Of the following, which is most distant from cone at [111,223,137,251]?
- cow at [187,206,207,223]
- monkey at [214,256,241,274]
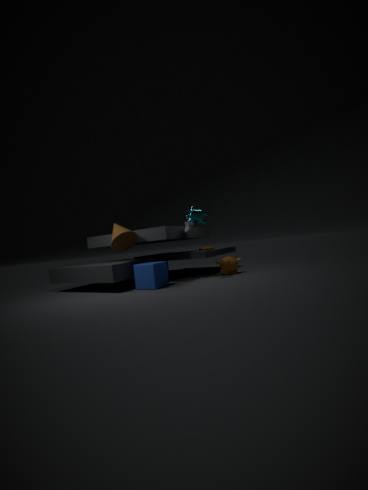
monkey at [214,256,241,274]
